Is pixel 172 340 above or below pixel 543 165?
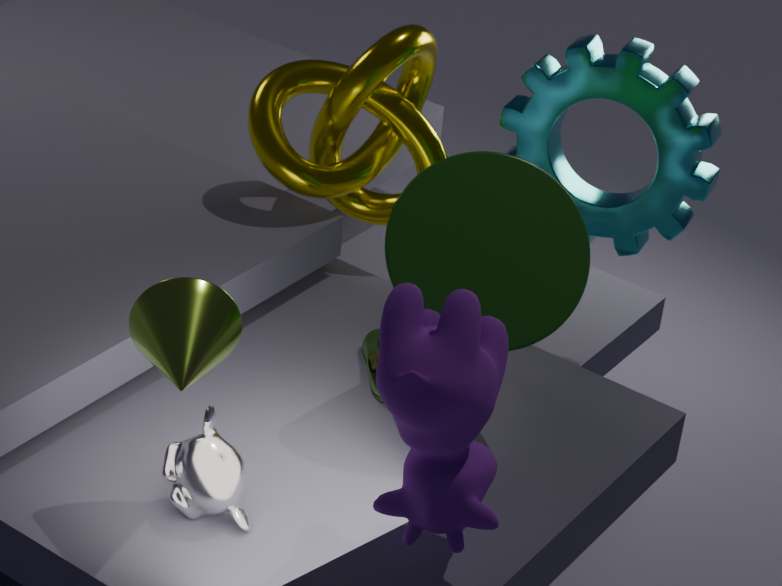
above
